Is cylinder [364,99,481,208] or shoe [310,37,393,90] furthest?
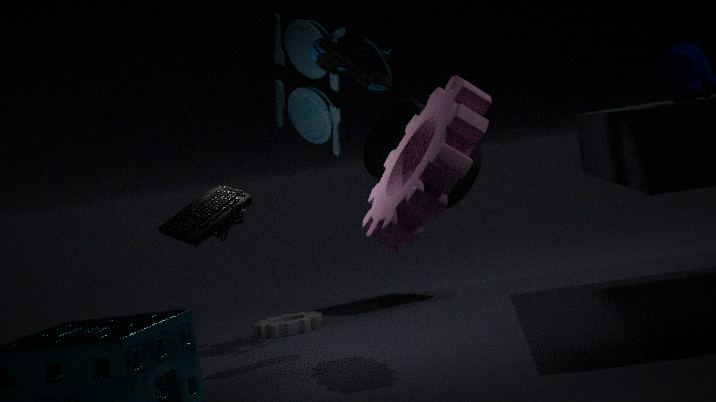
cylinder [364,99,481,208]
